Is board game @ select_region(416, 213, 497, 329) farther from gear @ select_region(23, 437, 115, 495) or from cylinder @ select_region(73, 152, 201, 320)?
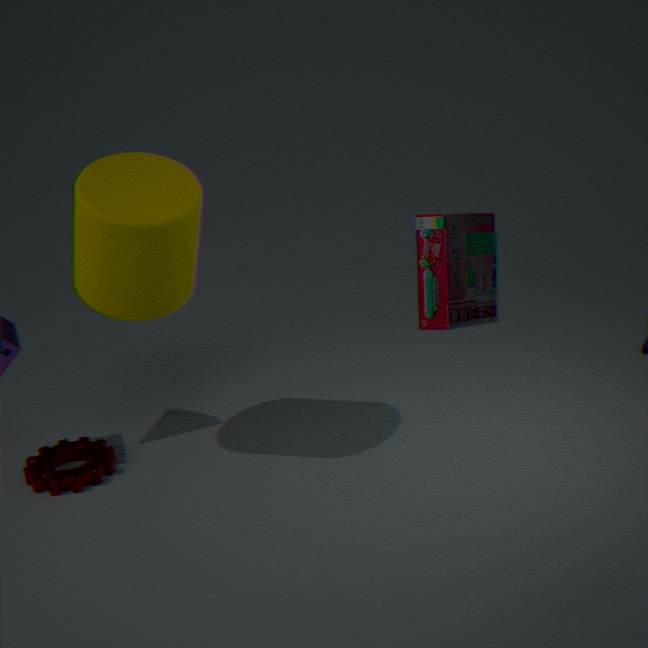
gear @ select_region(23, 437, 115, 495)
